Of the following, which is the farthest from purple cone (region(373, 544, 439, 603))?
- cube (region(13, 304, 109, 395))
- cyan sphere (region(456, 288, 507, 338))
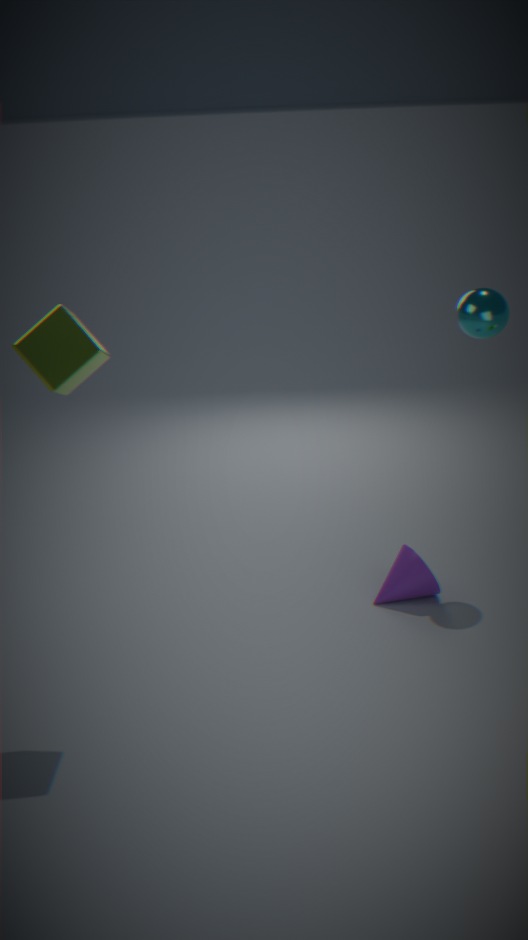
cube (region(13, 304, 109, 395))
